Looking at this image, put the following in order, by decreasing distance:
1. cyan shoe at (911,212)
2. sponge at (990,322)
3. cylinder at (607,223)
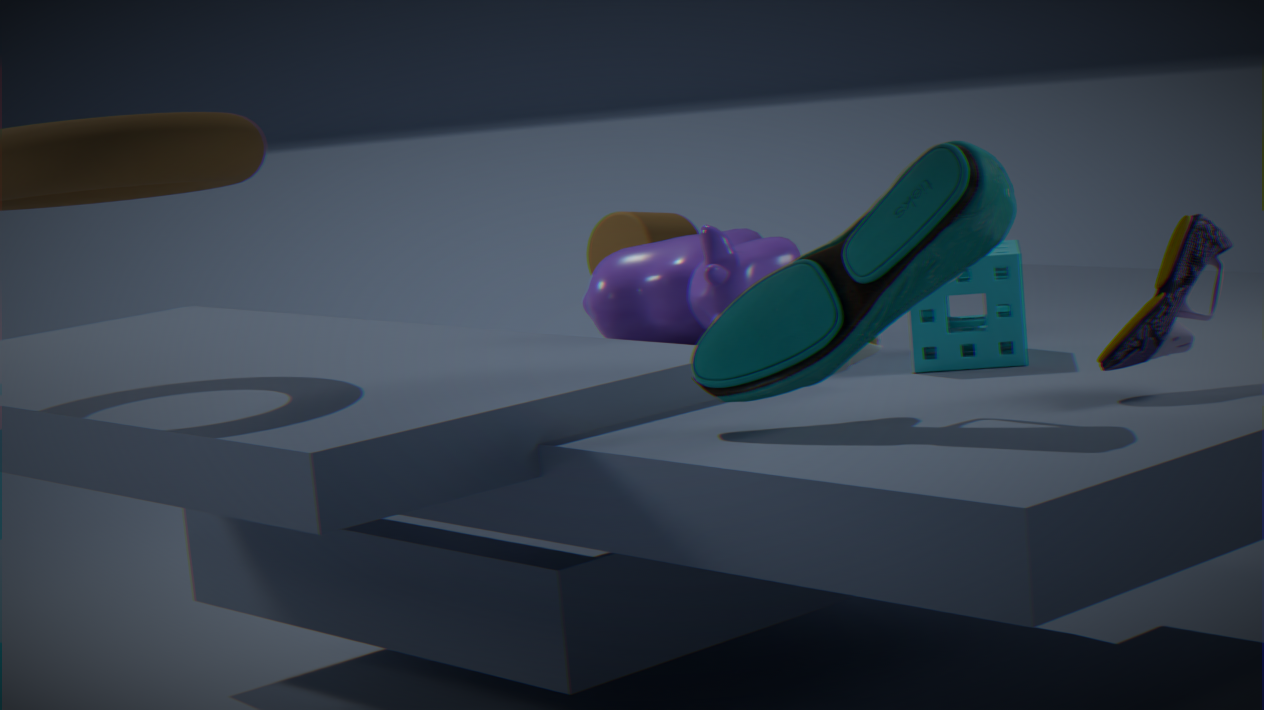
cylinder at (607,223)
sponge at (990,322)
cyan shoe at (911,212)
